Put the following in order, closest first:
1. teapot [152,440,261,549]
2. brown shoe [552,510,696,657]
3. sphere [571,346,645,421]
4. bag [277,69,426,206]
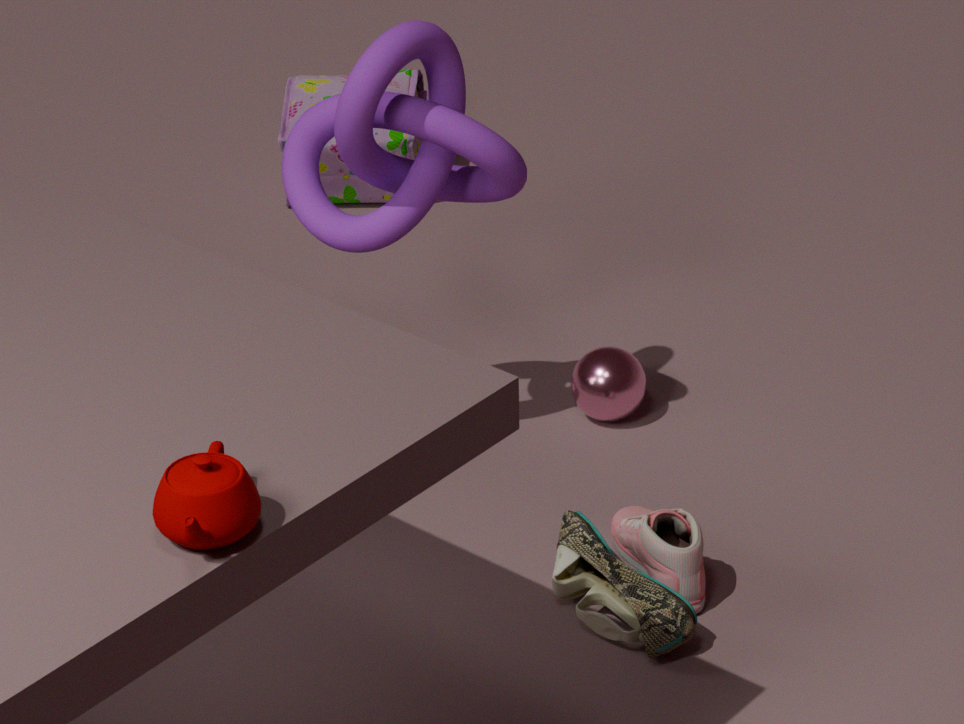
teapot [152,440,261,549]
brown shoe [552,510,696,657]
sphere [571,346,645,421]
bag [277,69,426,206]
